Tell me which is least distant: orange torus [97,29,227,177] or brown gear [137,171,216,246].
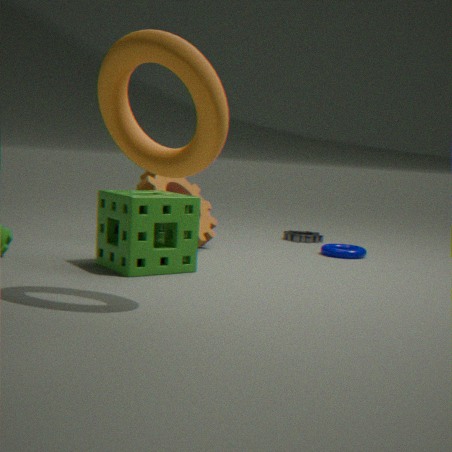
orange torus [97,29,227,177]
